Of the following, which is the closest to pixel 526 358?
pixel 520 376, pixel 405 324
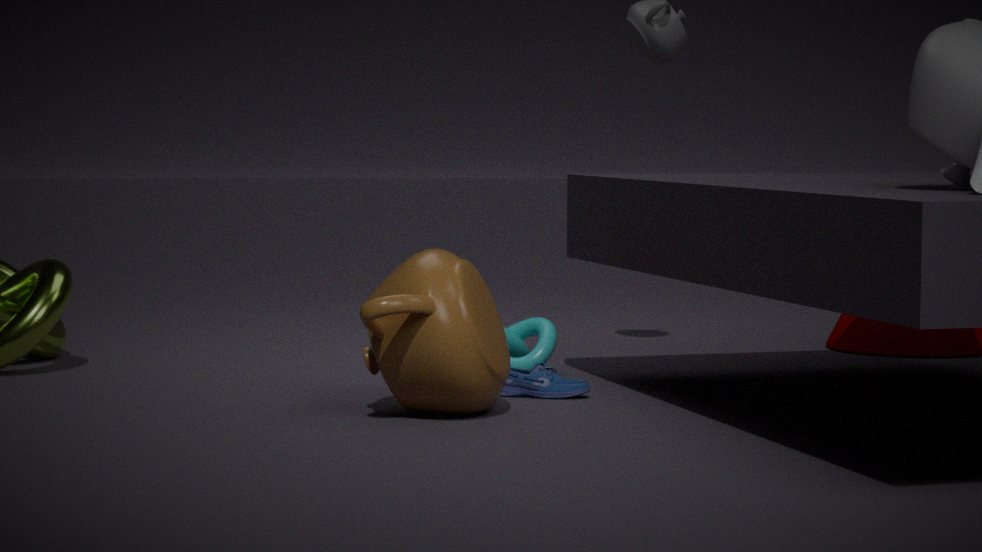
pixel 520 376
